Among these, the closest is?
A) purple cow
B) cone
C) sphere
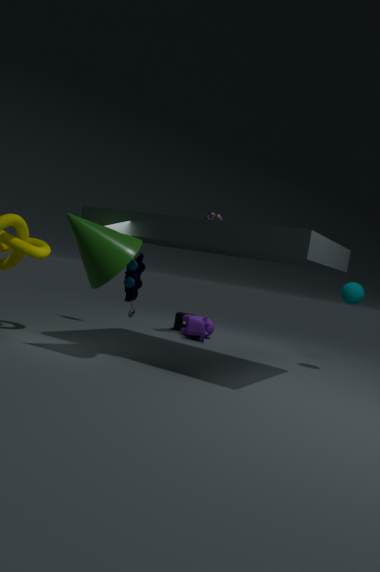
cone
